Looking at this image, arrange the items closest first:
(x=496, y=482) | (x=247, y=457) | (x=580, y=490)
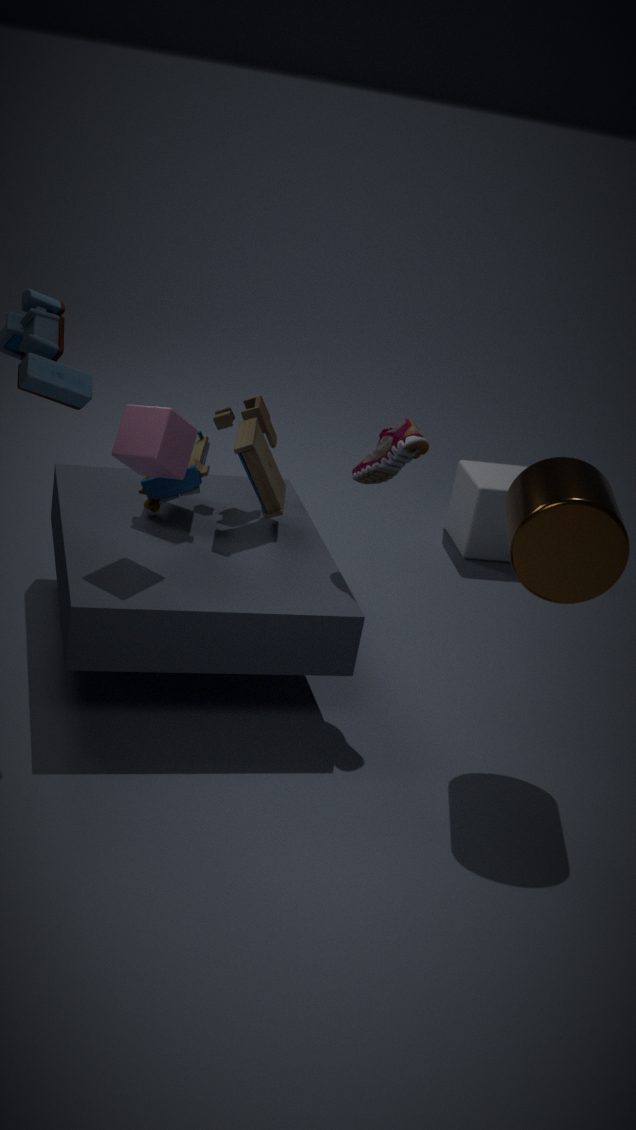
1. (x=580, y=490)
2. (x=247, y=457)
3. (x=496, y=482)
